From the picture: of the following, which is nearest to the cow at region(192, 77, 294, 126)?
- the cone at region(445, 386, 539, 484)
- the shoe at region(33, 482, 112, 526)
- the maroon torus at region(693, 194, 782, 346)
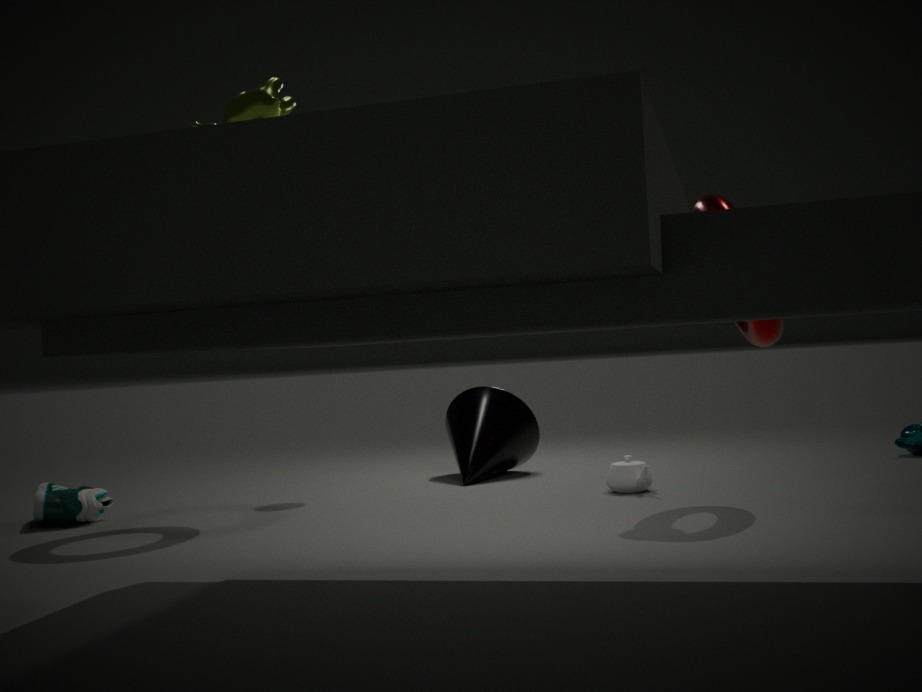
the maroon torus at region(693, 194, 782, 346)
